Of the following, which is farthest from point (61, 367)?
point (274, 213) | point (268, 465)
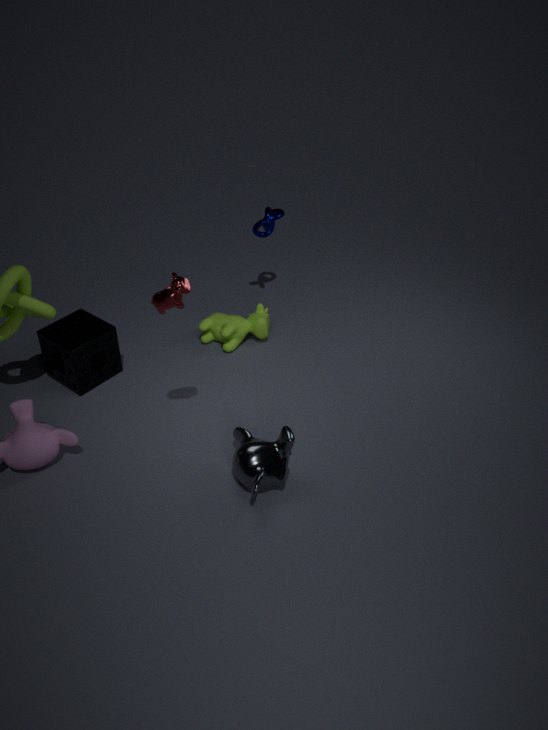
point (274, 213)
